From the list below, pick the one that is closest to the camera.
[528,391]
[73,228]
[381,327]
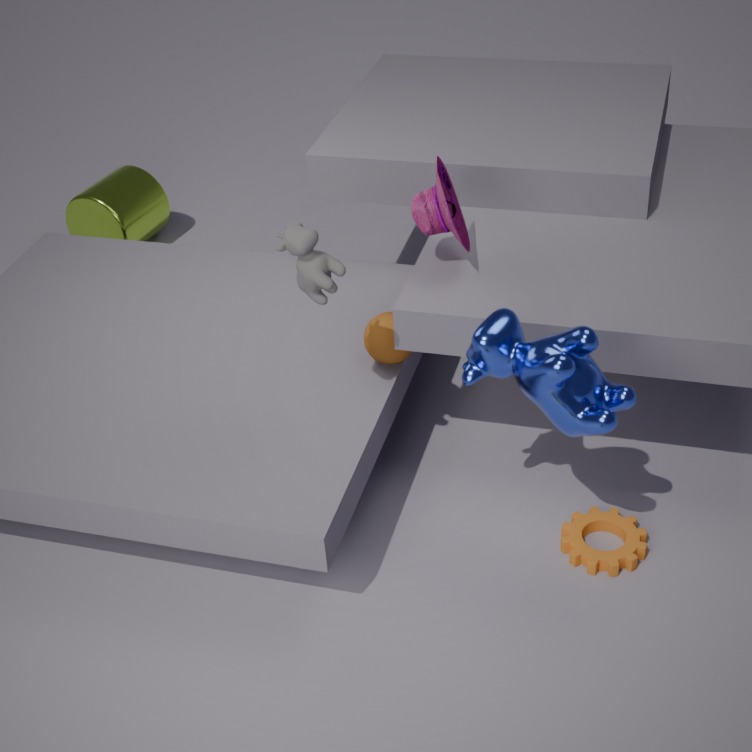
[528,391]
